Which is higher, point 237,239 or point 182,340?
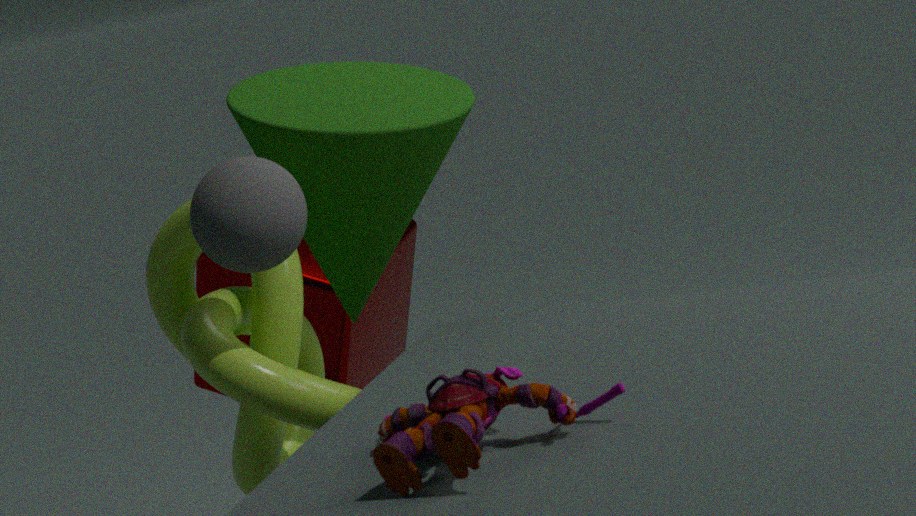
point 237,239
